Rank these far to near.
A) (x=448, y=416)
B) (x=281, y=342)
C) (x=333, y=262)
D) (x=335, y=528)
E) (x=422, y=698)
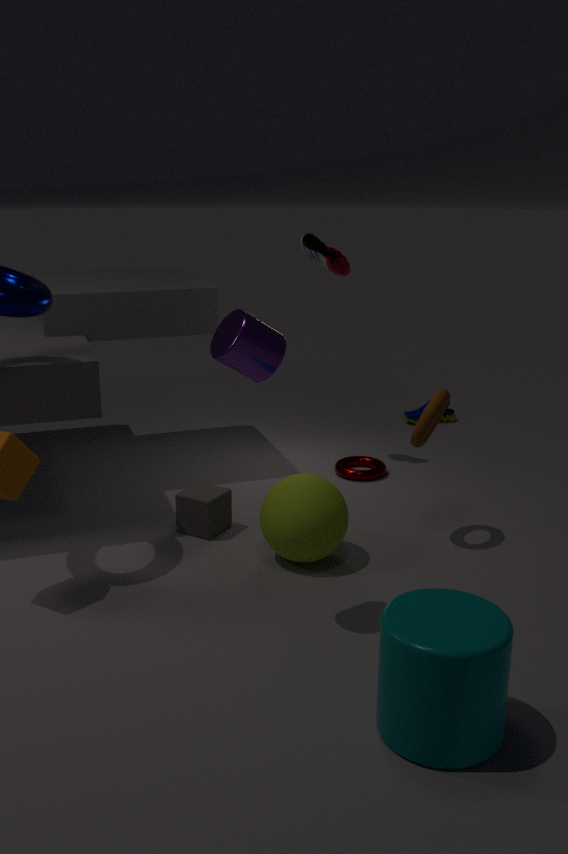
(x=448, y=416)
(x=333, y=262)
(x=335, y=528)
(x=281, y=342)
(x=422, y=698)
